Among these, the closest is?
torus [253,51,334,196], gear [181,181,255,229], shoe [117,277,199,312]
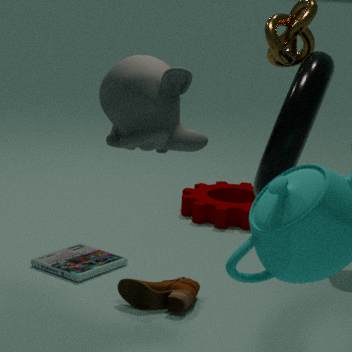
torus [253,51,334,196]
